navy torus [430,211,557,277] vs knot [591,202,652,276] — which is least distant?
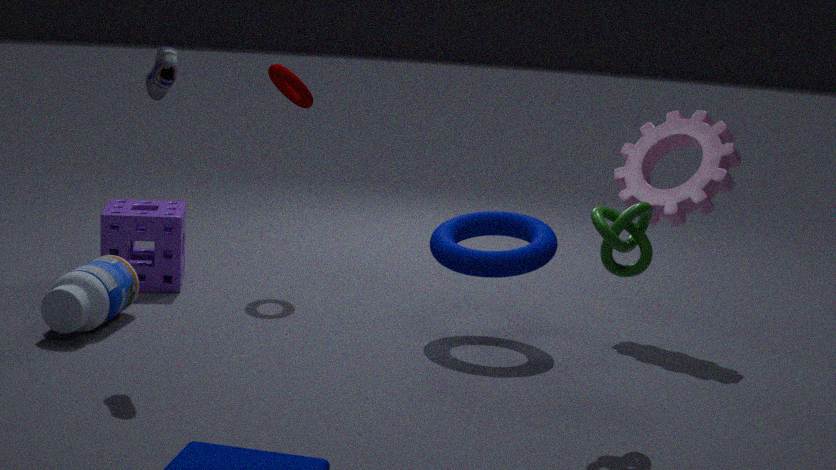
knot [591,202,652,276]
